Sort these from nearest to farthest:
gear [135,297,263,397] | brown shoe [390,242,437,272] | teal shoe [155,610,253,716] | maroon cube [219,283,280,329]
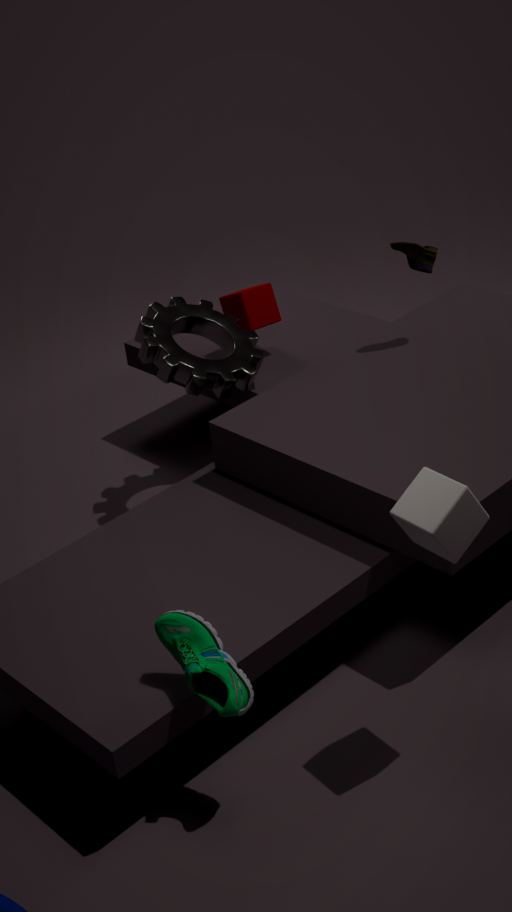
teal shoe [155,610,253,716] → brown shoe [390,242,437,272] → gear [135,297,263,397] → maroon cube [219,283,280,329]
